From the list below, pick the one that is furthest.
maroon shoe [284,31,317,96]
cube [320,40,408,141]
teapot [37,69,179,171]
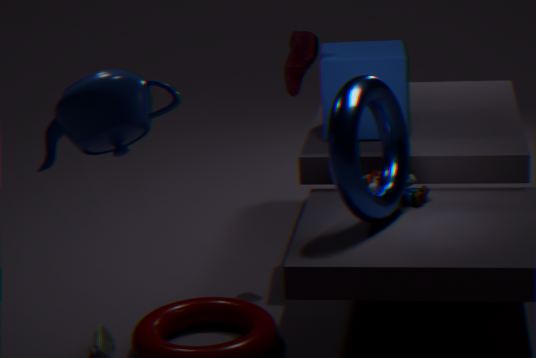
maroon shoe [284,31,317,96]
